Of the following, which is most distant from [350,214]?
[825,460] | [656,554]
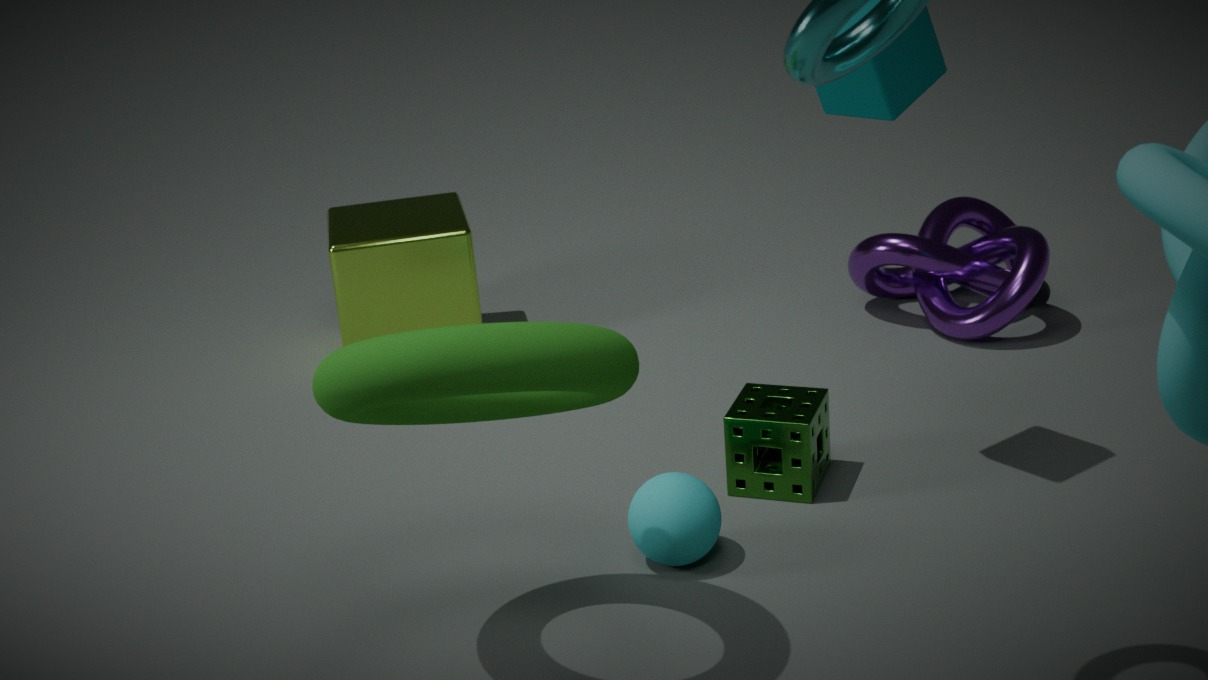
[656,554]
